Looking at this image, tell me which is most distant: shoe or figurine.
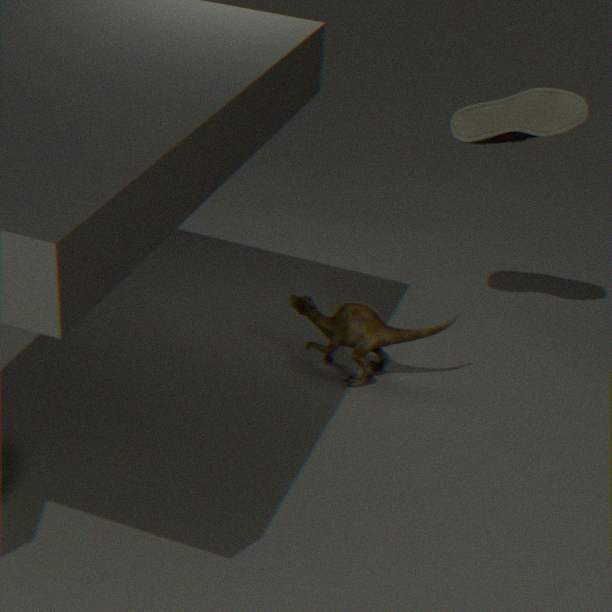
figurine
